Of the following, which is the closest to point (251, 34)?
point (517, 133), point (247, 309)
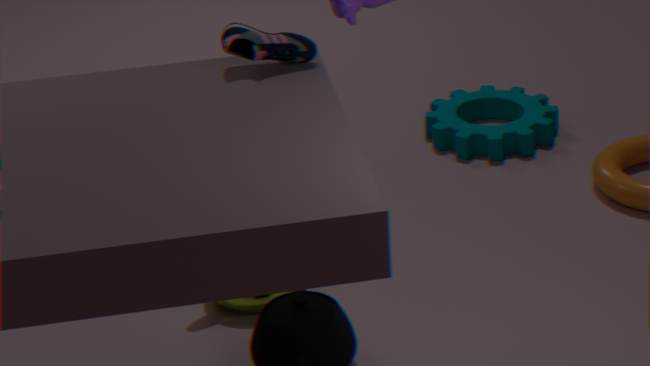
point (247, 309)
